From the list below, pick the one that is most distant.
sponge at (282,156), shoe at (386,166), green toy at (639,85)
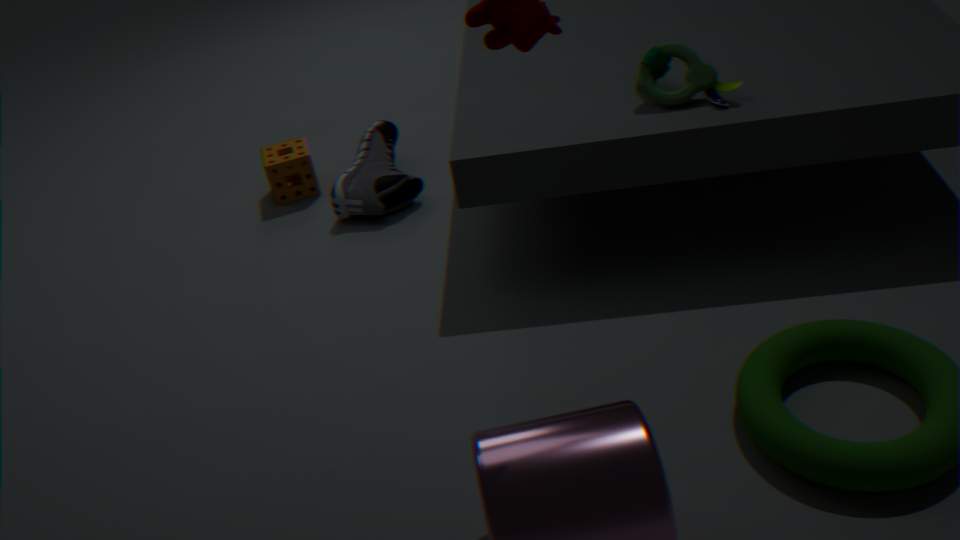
sponge at (282,156)
